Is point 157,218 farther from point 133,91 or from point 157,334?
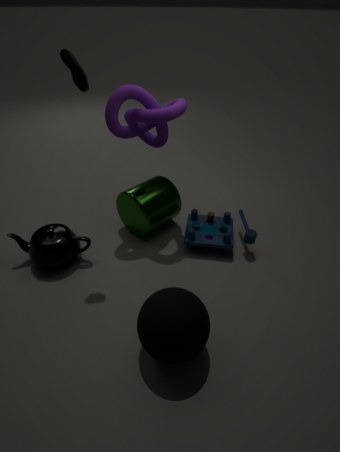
point 157,334
